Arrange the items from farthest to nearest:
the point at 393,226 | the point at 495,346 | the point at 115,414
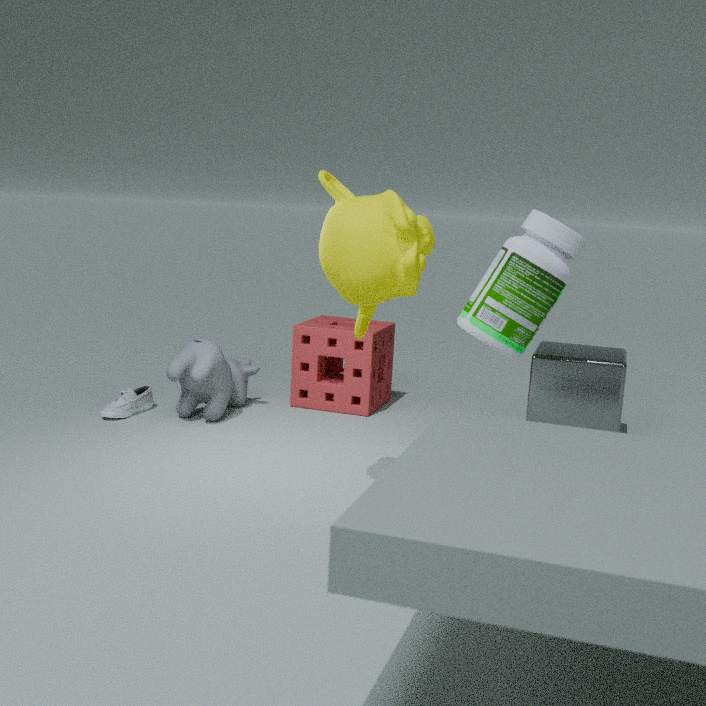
the point at 115,414 → the point at 495,346 → the point at 393,226
